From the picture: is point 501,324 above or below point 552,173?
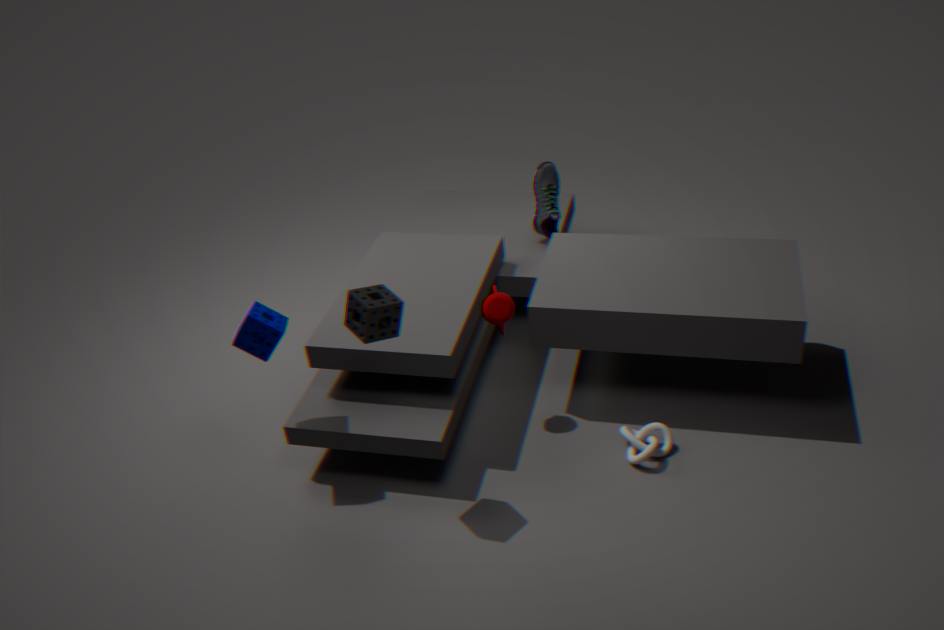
below
